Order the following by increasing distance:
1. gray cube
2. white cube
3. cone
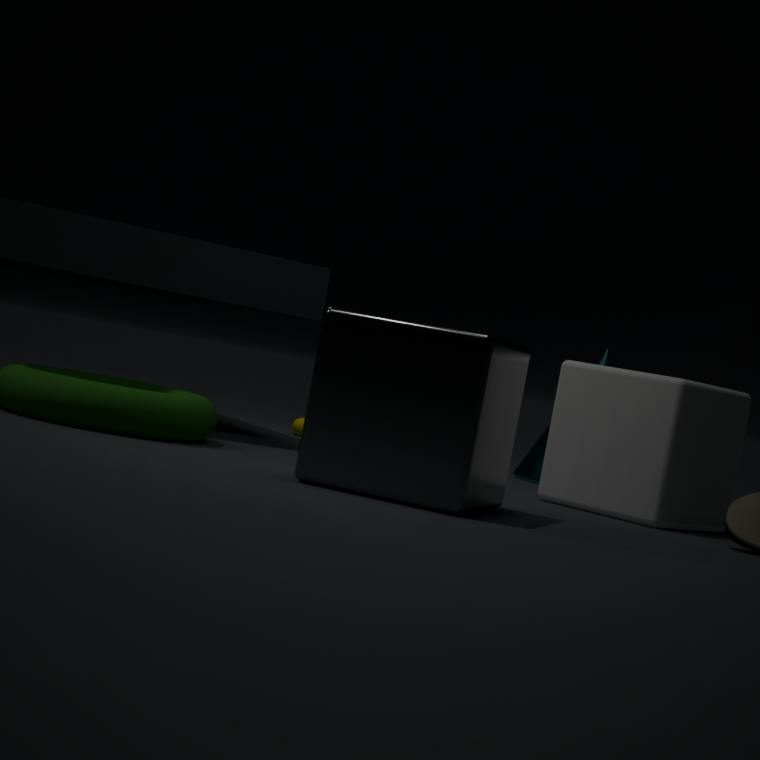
gray cube < white cube < cone
